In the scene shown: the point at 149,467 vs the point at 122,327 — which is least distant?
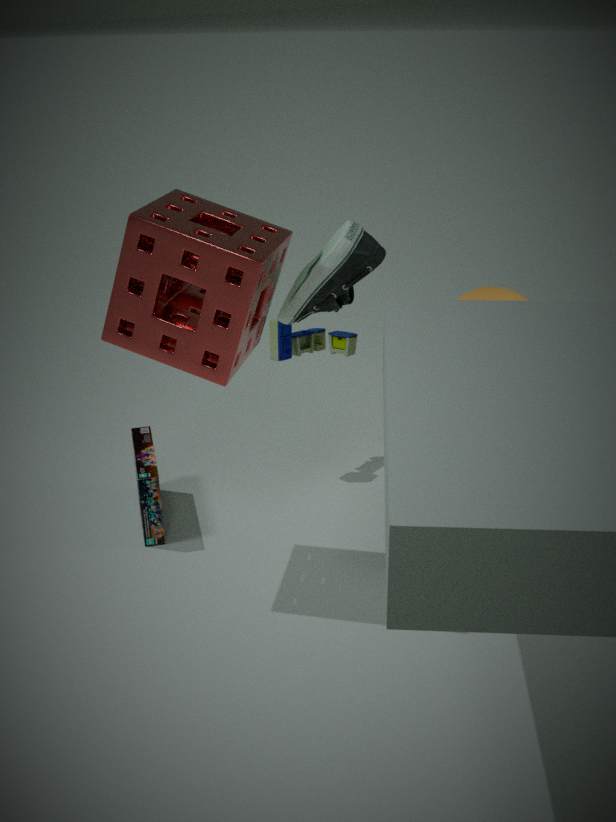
the point at 122,327
